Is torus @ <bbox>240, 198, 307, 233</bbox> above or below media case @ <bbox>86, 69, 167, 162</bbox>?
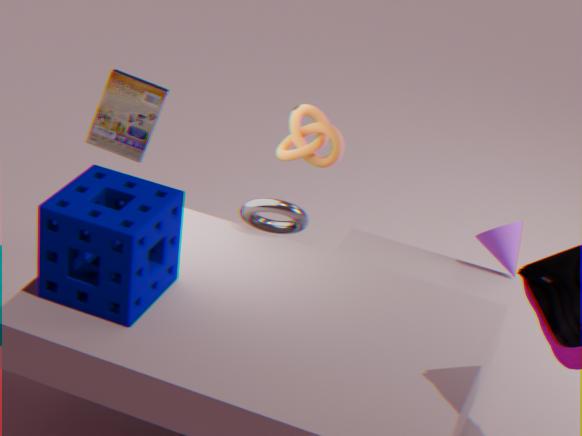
below
